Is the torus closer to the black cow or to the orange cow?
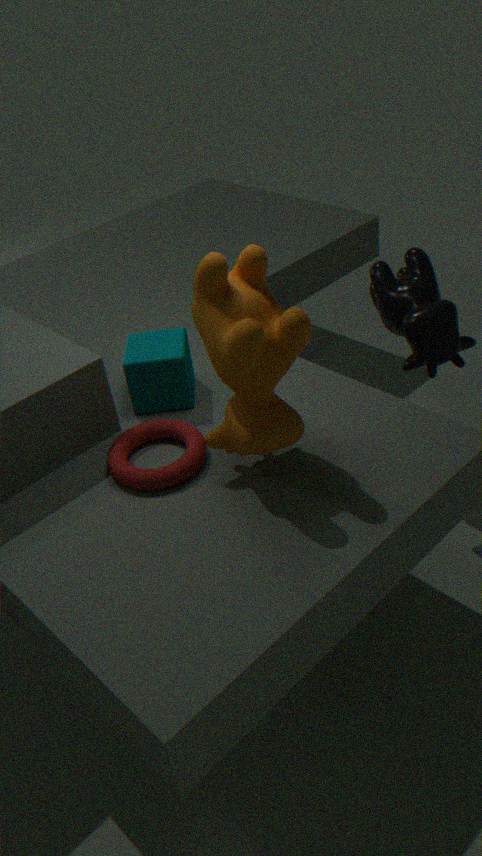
the orange cow
